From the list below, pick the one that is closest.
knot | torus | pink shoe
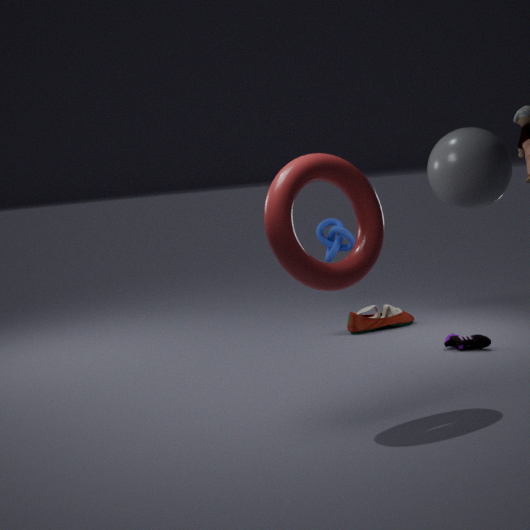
torus
